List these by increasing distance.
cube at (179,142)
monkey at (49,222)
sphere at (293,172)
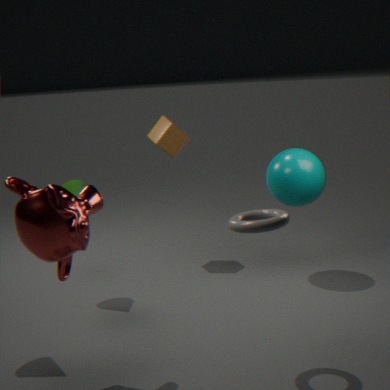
monkey at (49,222)
sphere at (293,172)
cube at (179,142)
